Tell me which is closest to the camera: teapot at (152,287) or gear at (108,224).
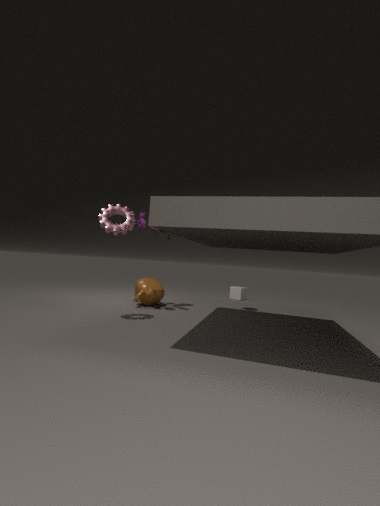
gear at (108,224)
